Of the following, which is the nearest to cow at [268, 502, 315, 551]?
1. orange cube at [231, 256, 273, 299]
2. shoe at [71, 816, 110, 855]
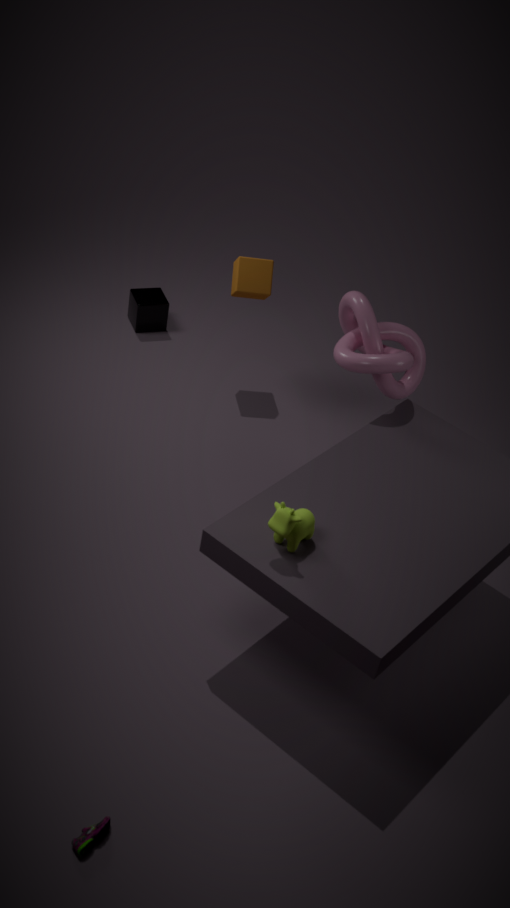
shoe at [71, 816, 110, 855]
